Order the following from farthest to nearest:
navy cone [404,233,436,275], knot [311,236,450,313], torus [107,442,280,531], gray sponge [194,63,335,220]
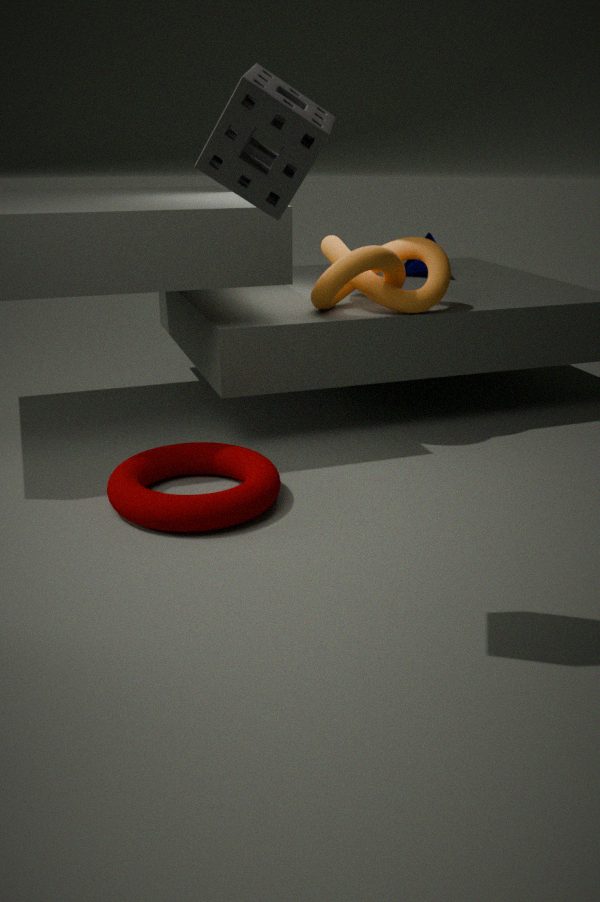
1. navy cone [404,233,436,275]
2. knot [311,236,450,313]
3. torus [107,442,280,531]
4. gray sponge [194,63,335,220]
